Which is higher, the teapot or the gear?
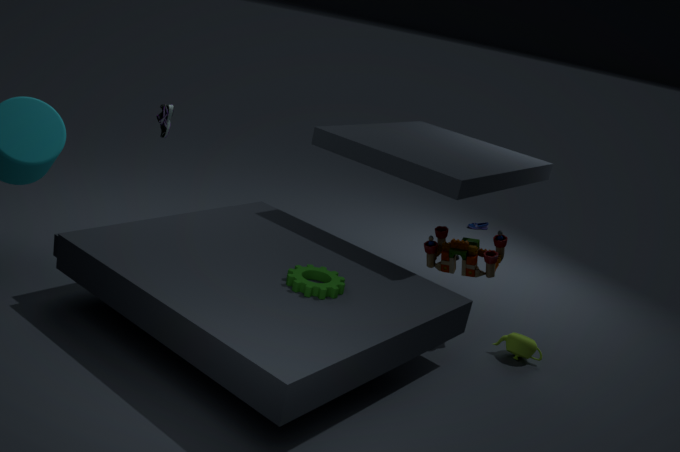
the gear
